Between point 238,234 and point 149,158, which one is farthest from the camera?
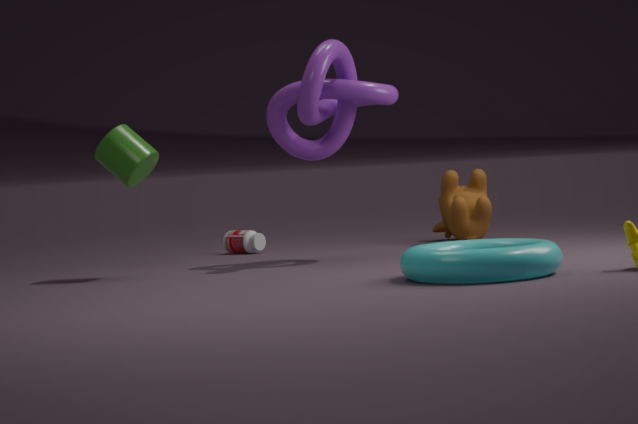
point 238,234
